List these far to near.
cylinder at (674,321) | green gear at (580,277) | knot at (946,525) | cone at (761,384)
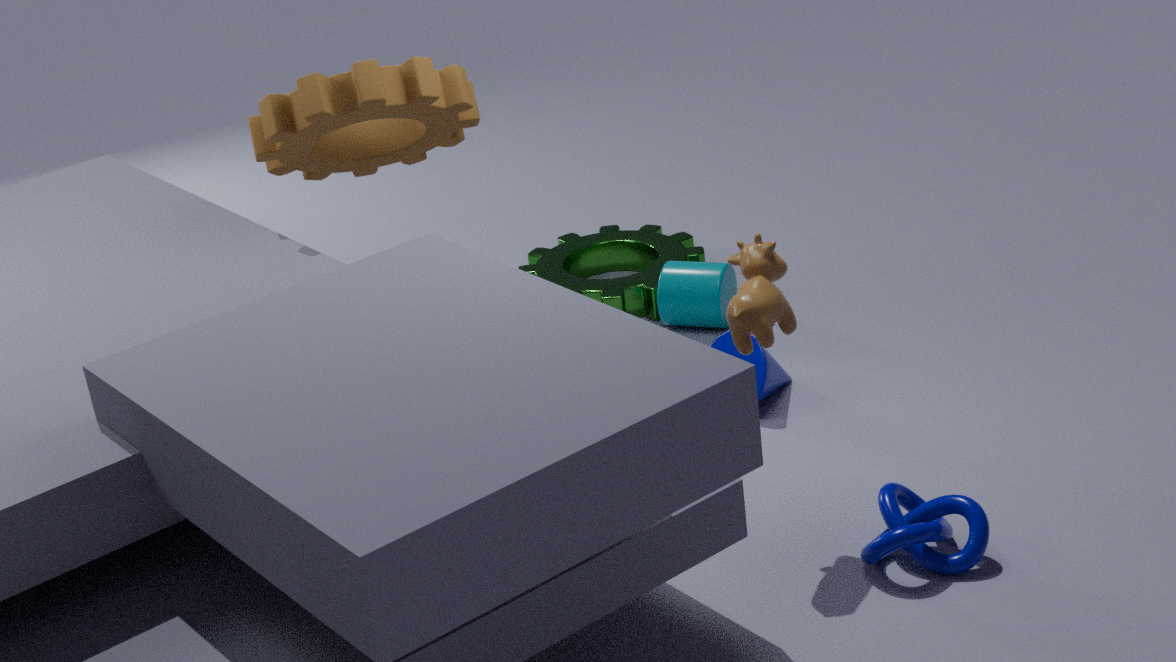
green gear at (580,277) → cylinder at (674,321) → cone at (761,384) → knot at (946,525)
